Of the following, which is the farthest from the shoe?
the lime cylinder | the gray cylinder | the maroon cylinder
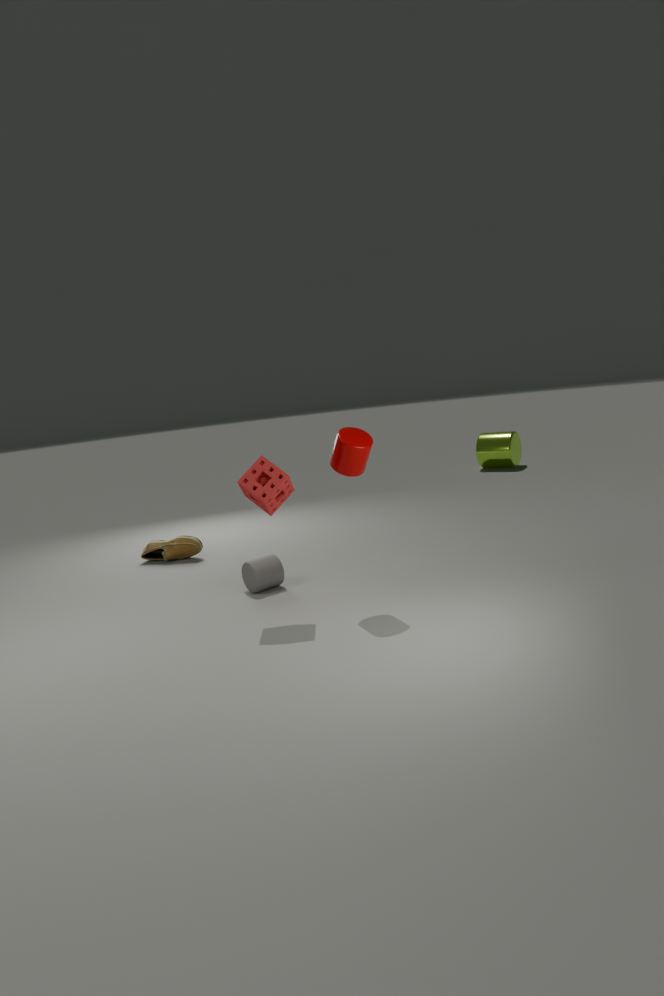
the lime cylinder
